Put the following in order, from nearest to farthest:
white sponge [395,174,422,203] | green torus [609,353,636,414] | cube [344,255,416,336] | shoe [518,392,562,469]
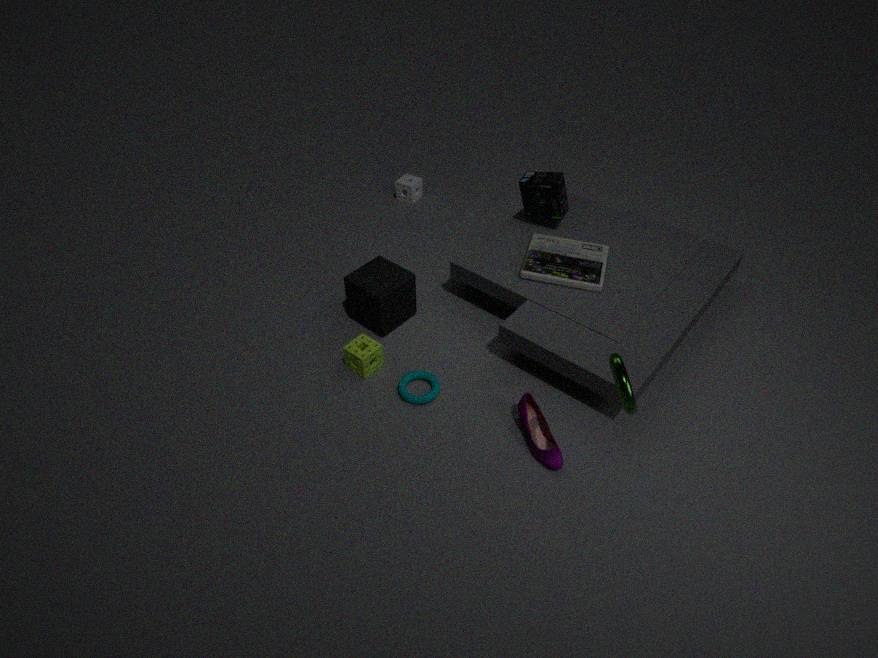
green torus [609,353,636,414], shoe [518,392,562,469], cube [344,255,416,336], white sponge [395,174,422,203]
